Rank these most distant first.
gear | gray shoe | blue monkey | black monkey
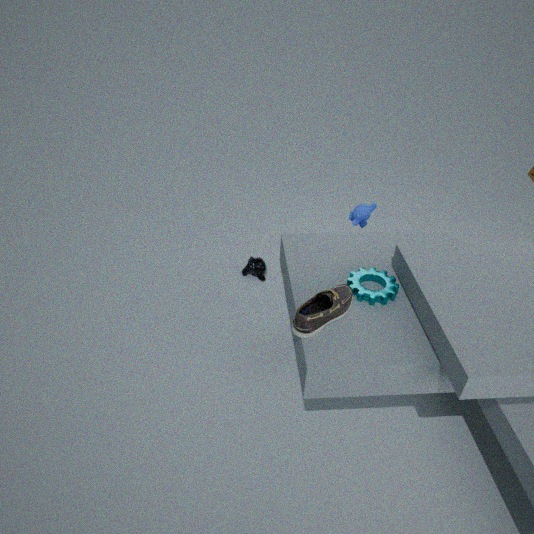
black monkey → blue monkey → gear → gray shoe
